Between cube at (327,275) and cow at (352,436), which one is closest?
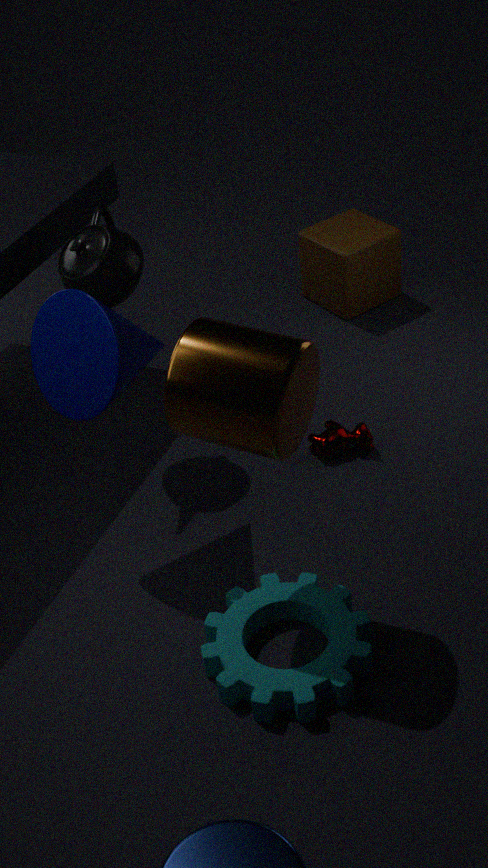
cow at (352,436)
